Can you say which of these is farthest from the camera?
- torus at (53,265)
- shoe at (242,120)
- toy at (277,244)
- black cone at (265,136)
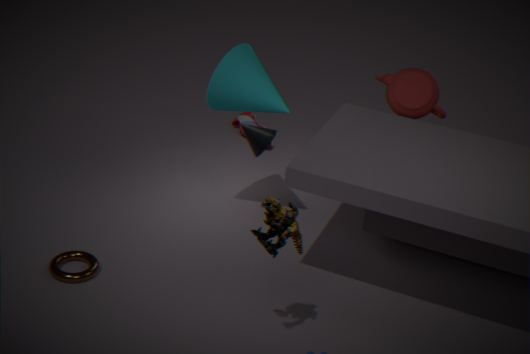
shoe at (242,120)
